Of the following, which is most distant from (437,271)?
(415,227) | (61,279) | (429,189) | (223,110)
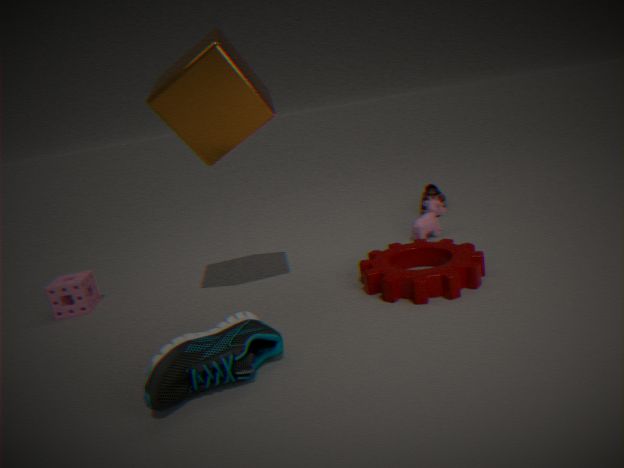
(61,279)
